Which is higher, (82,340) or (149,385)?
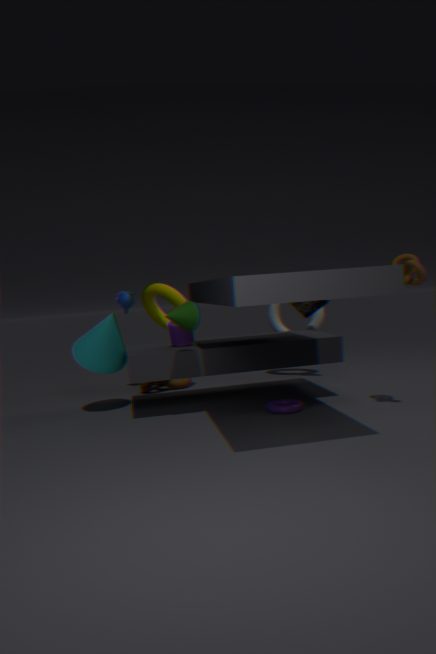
(82,340)
